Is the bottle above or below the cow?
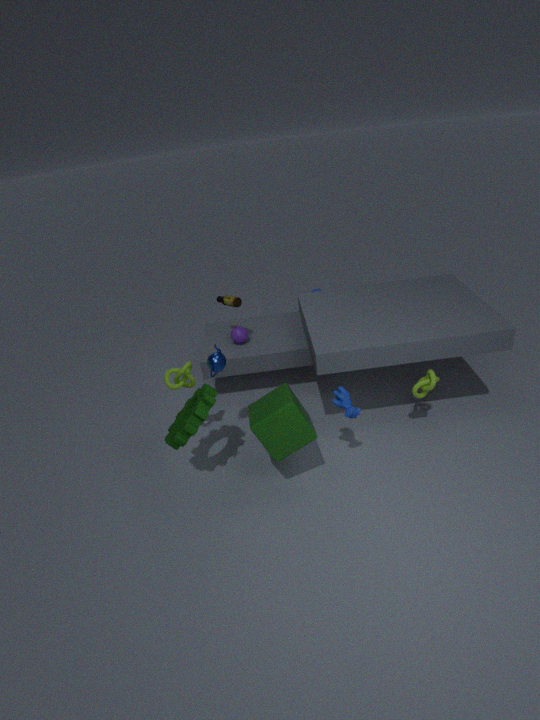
above
